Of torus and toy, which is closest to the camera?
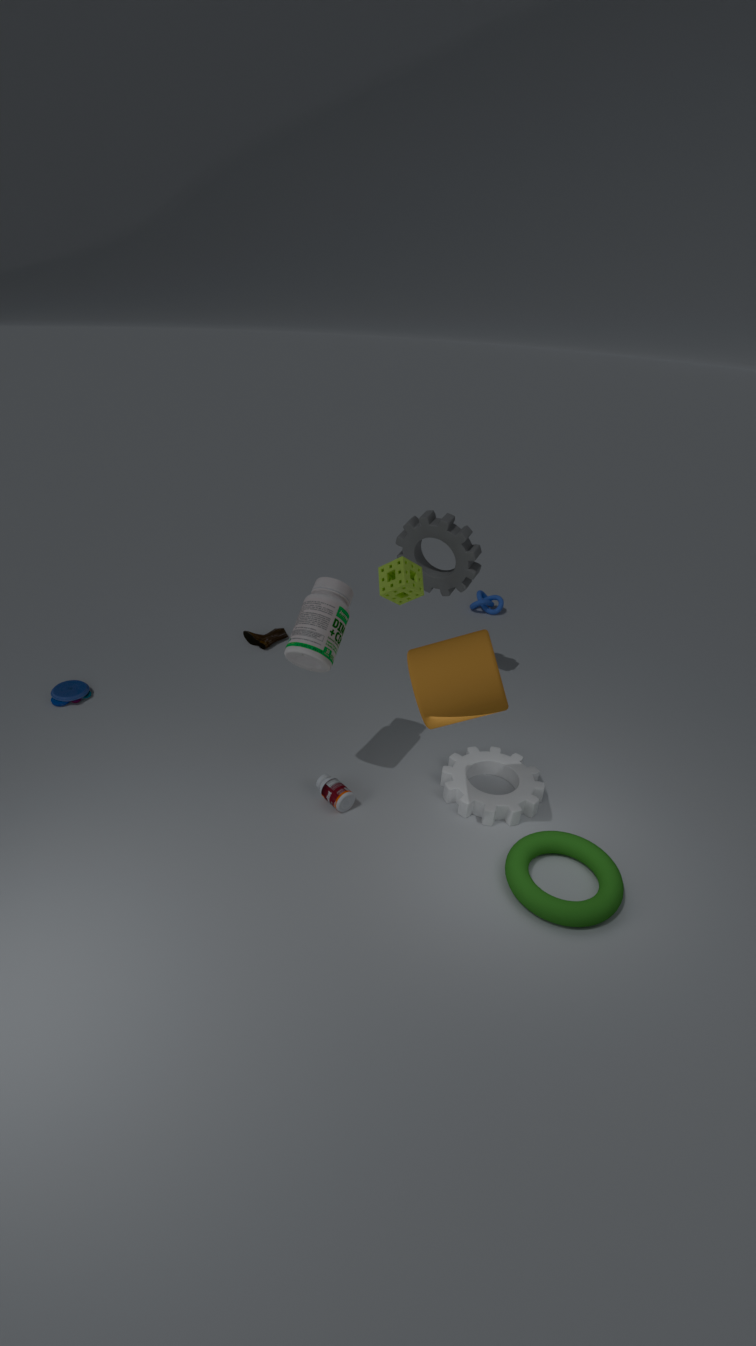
torus
